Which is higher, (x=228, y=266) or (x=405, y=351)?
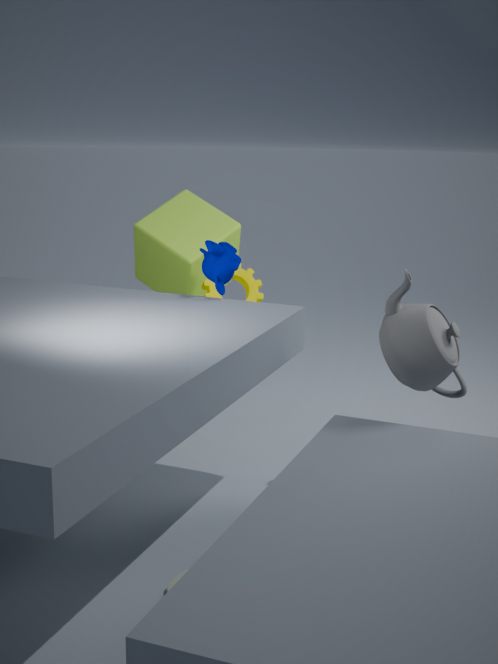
(x=228, y=266)
